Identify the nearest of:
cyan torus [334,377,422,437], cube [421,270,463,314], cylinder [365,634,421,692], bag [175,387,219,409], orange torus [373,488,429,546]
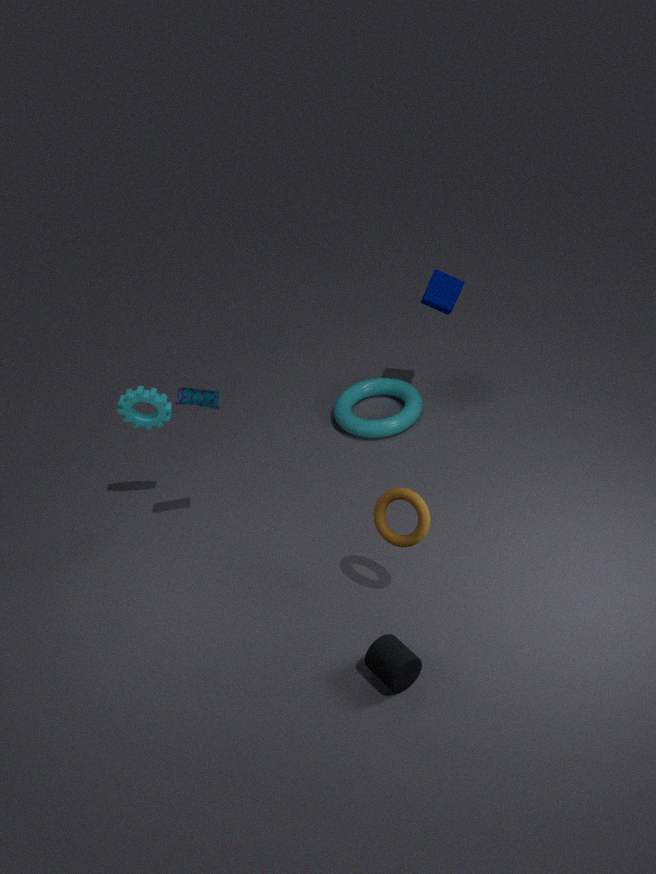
cylinder [365,634,421,692]
